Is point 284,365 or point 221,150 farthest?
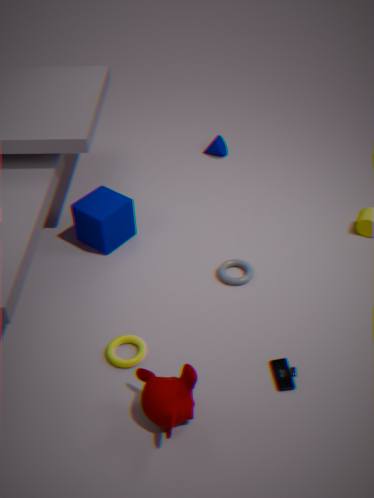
point 221,150
